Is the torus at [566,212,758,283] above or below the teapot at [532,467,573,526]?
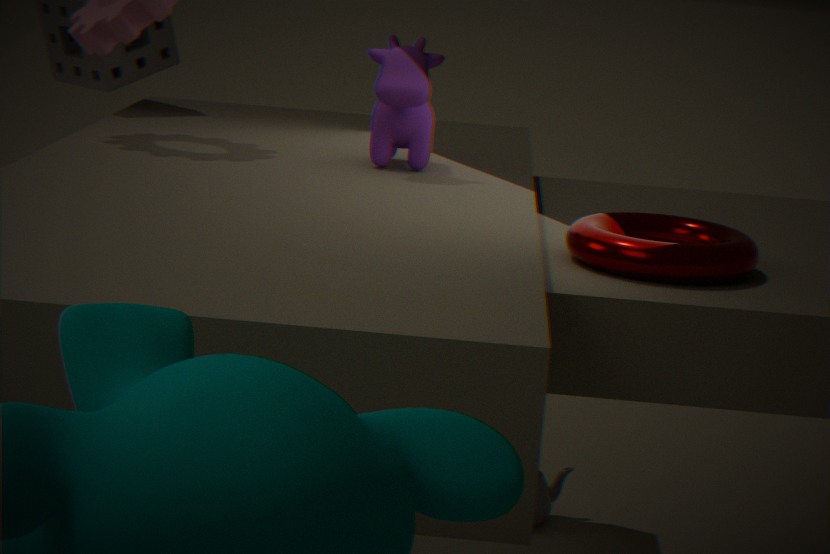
above
